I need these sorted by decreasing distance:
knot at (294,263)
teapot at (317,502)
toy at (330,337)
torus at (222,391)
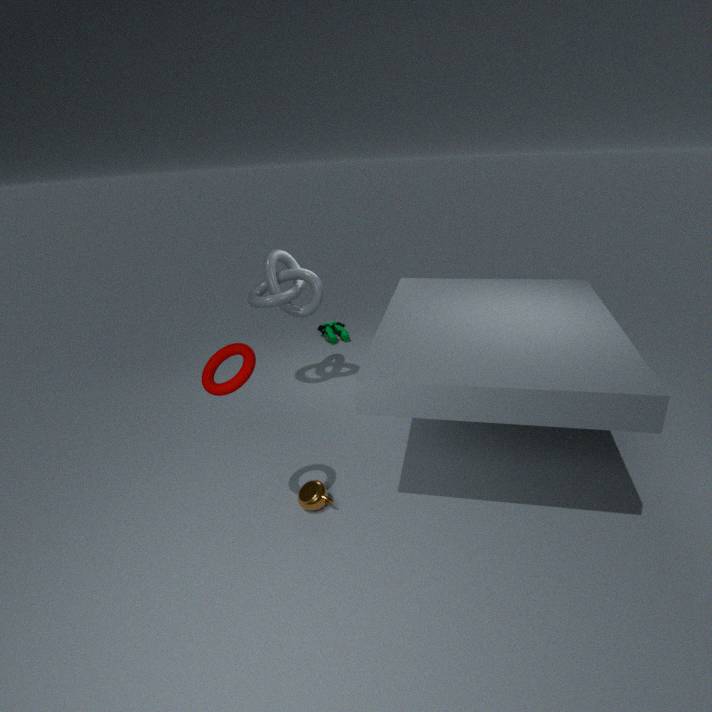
toy at (330,337) < knot at (294,263) < teapot at (317,502) < torus at (222,391)
